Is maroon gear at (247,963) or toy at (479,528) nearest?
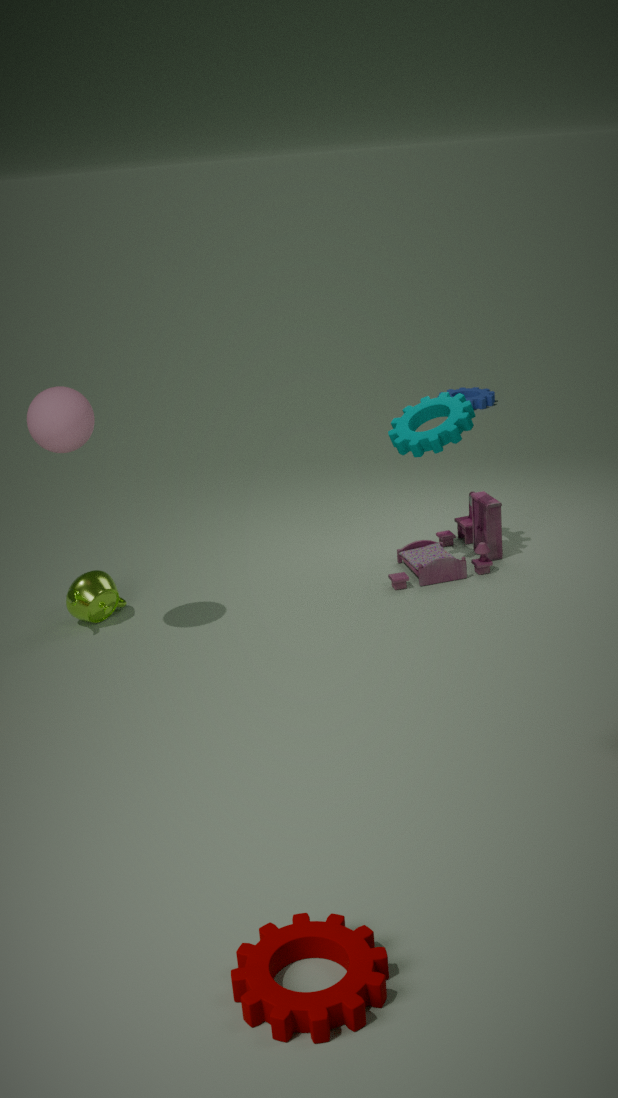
maroon gear at (247,963)
